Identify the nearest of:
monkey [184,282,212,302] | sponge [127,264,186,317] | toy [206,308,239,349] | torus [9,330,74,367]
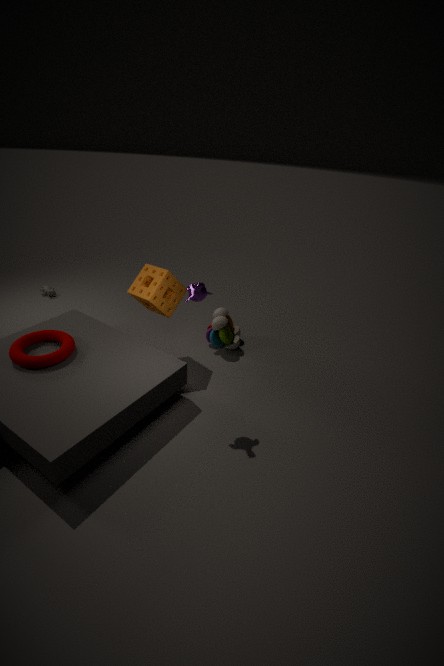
monkey [184,282,212,302]
